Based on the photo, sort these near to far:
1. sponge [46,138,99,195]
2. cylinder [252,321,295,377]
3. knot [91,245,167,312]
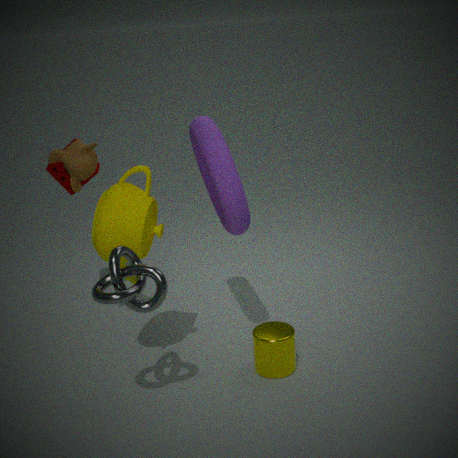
knot [91,245,167,312] < cylinder [252,321,295,377] < sponge [46,138,99,195]
